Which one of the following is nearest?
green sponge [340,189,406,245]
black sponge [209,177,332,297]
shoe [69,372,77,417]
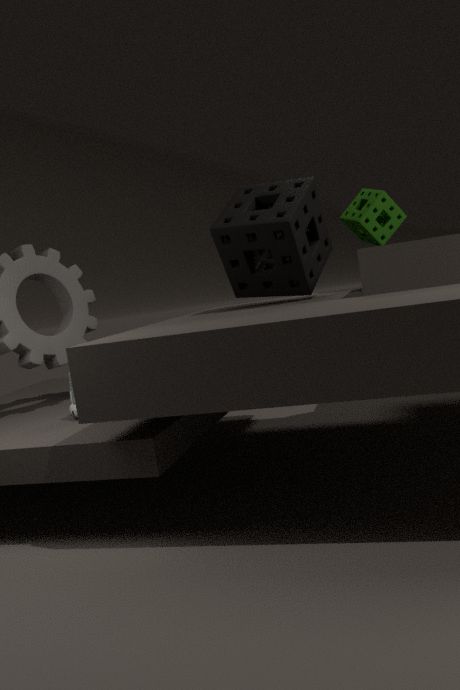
shoe [69,372,77,417]
